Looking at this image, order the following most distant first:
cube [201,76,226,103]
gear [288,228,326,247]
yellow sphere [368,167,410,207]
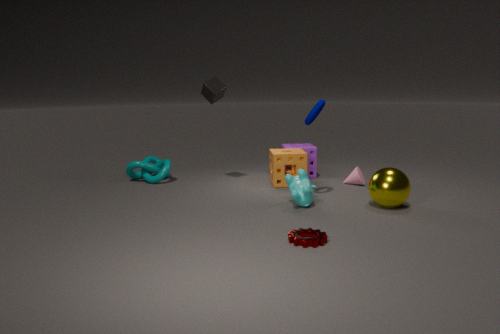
cube [201,76,226,103] → yellow sphere [368,167,410,207] → gear [288,228,326,247]
